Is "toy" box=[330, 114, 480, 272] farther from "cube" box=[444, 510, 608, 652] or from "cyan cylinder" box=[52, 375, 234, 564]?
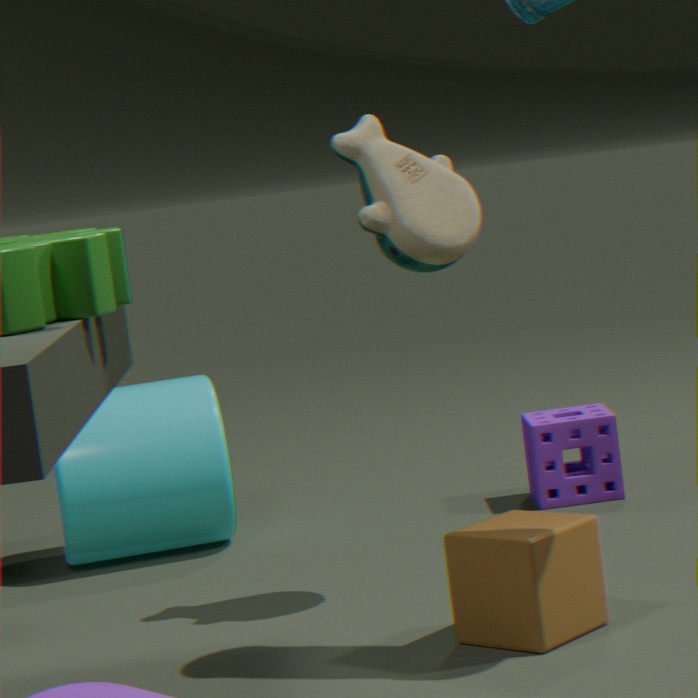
"cyan cylinder" box=[52, 375, 234, 564]
